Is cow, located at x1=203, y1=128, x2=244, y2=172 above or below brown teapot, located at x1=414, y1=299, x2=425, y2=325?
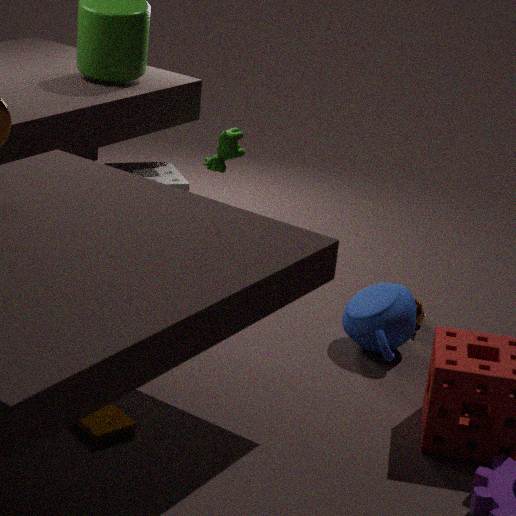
above
